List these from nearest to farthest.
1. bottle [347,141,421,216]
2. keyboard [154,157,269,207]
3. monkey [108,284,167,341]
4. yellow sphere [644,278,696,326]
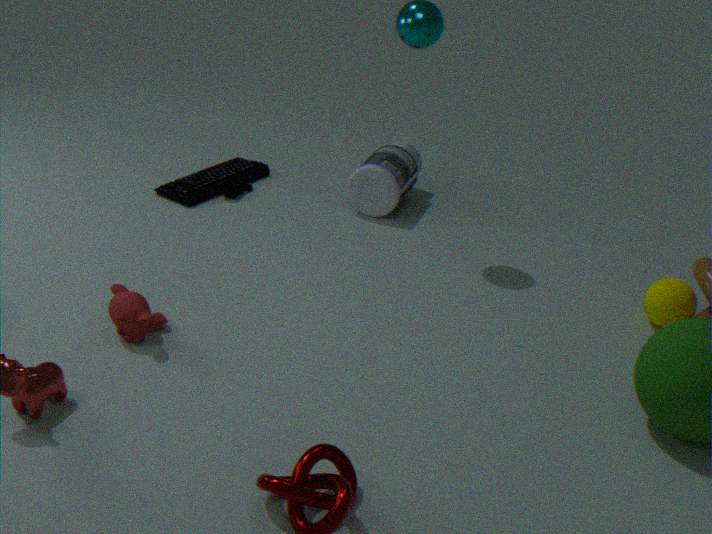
monkey [108,284,167,341] < yellow sphere [644,278,696,326] < bottle [347,141,421,216] < keyboard [154,157,269,207]
